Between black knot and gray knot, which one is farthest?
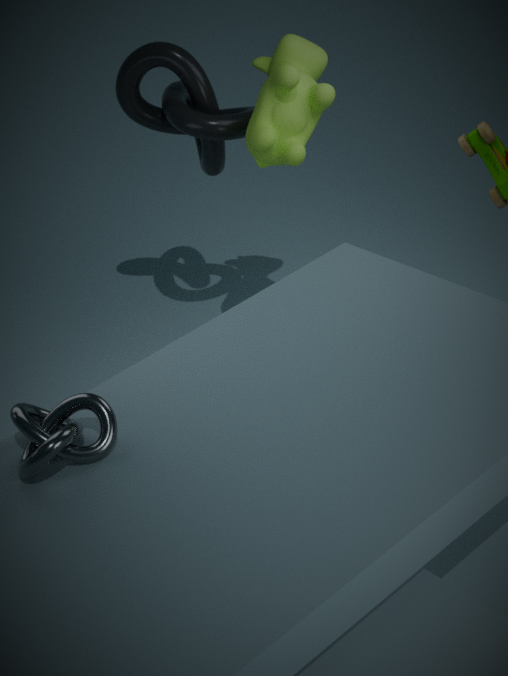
black knot
